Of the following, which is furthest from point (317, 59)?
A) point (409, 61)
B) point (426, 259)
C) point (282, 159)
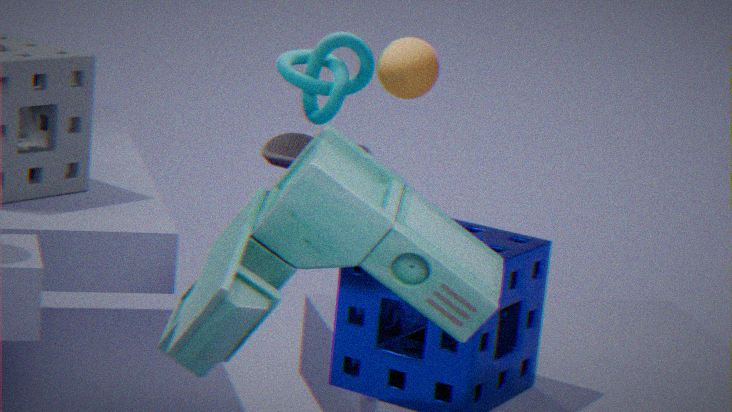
point (426, 259)
